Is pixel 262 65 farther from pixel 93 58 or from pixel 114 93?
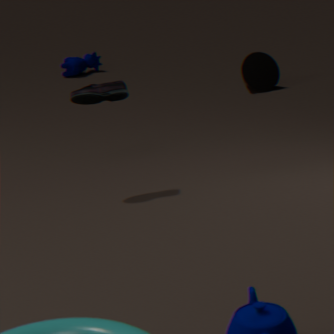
pixel 114 93
